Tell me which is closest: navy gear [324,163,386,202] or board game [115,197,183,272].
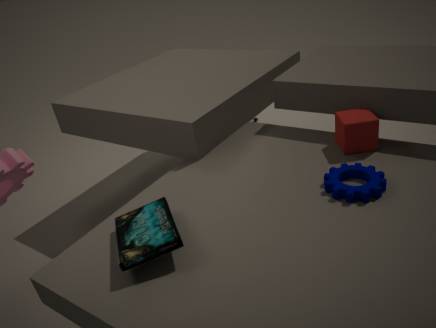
board game [115,197,183,272]
